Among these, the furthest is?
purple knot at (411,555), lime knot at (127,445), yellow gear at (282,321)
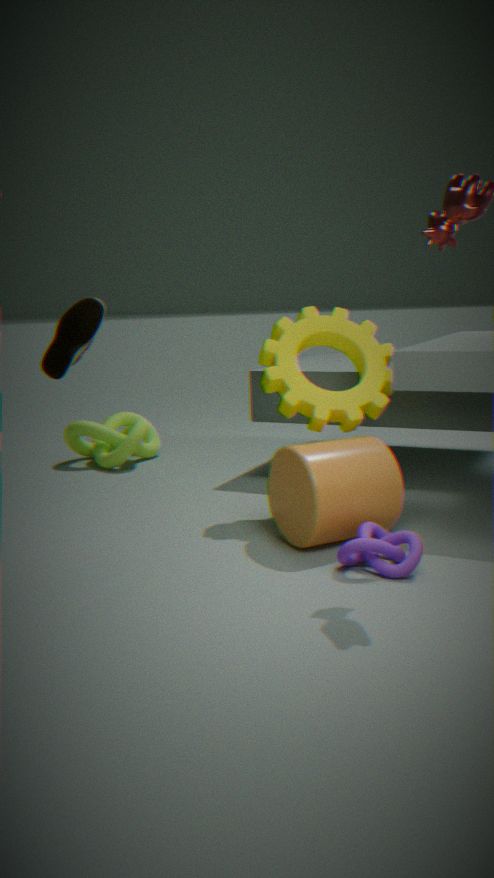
lime knot at (127,445)
